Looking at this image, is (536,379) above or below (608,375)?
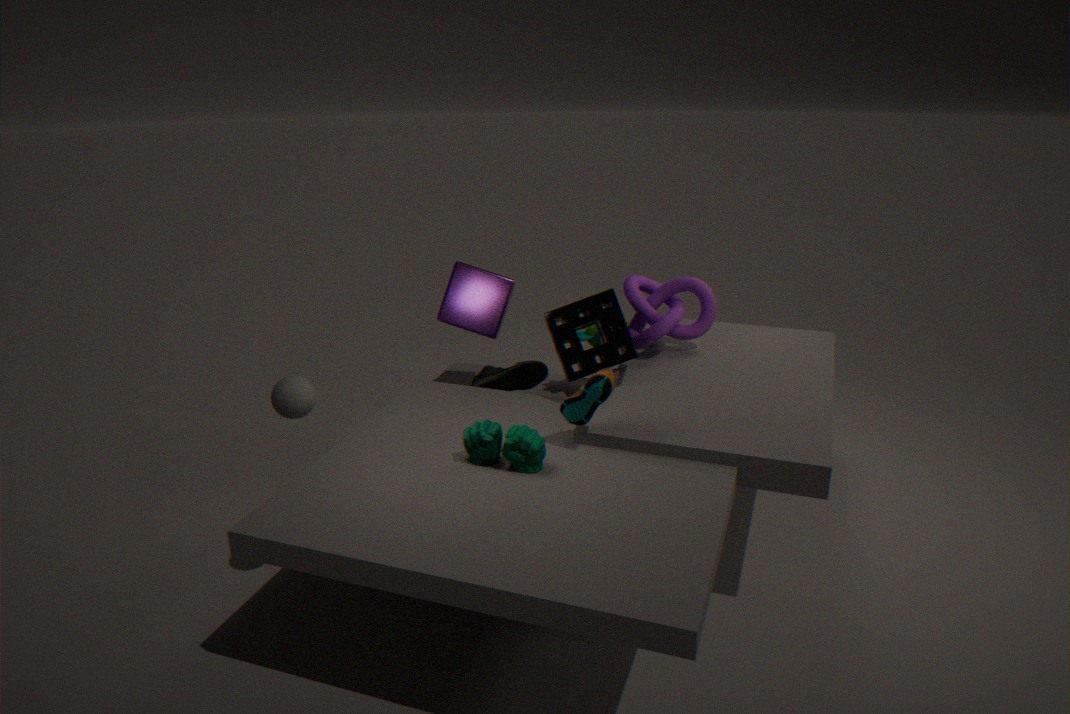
below
